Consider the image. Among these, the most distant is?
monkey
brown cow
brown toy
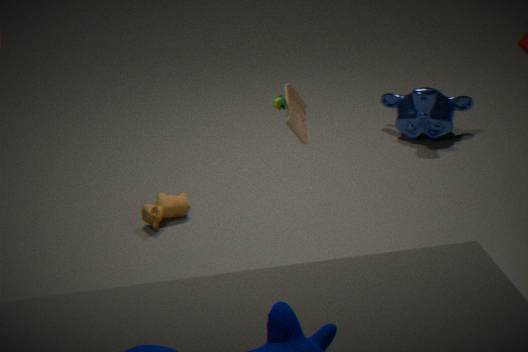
monkey
